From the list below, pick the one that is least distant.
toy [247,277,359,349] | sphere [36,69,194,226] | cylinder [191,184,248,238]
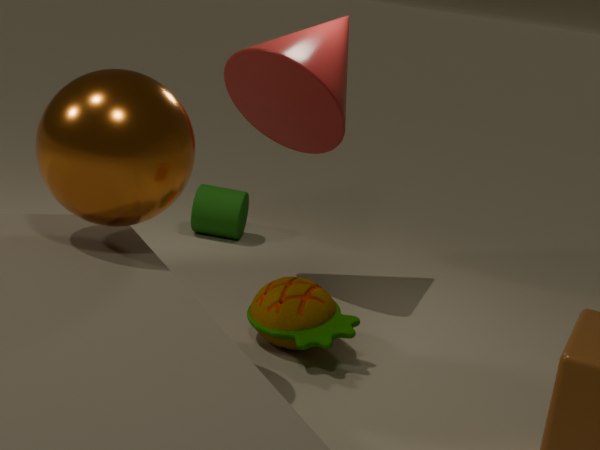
sphere [36,69,194,226]
